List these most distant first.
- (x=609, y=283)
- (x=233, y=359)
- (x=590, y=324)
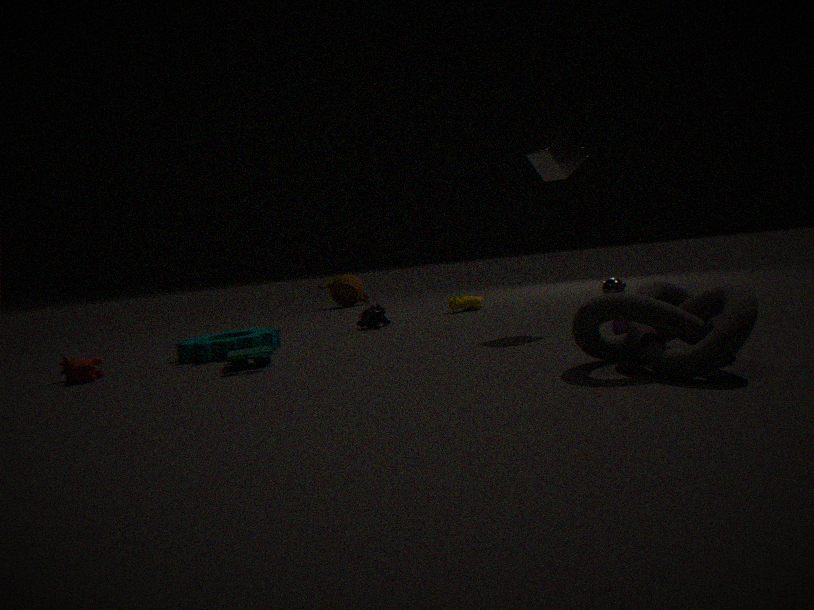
(x=609, y=283), (x=233, y=359), (x=590, y=324)
